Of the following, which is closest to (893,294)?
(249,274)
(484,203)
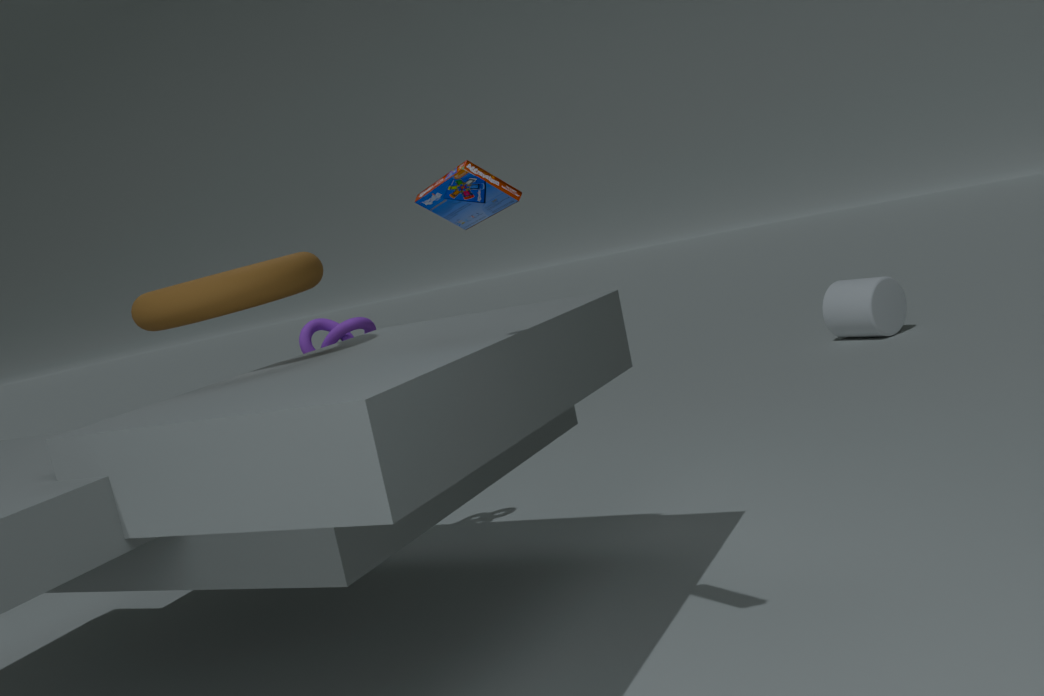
(249,274)
